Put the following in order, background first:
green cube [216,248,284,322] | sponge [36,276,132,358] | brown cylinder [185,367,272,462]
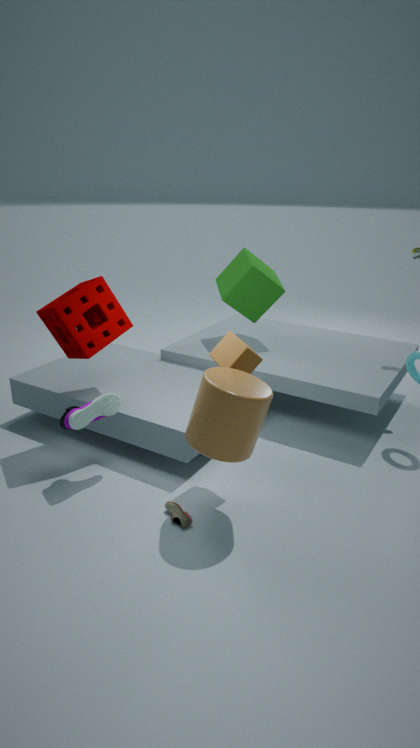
1. green cube [216,248,284,322]
2. sponge [36,276,132,358]
3. brown cylinder [185,367,272,462]
